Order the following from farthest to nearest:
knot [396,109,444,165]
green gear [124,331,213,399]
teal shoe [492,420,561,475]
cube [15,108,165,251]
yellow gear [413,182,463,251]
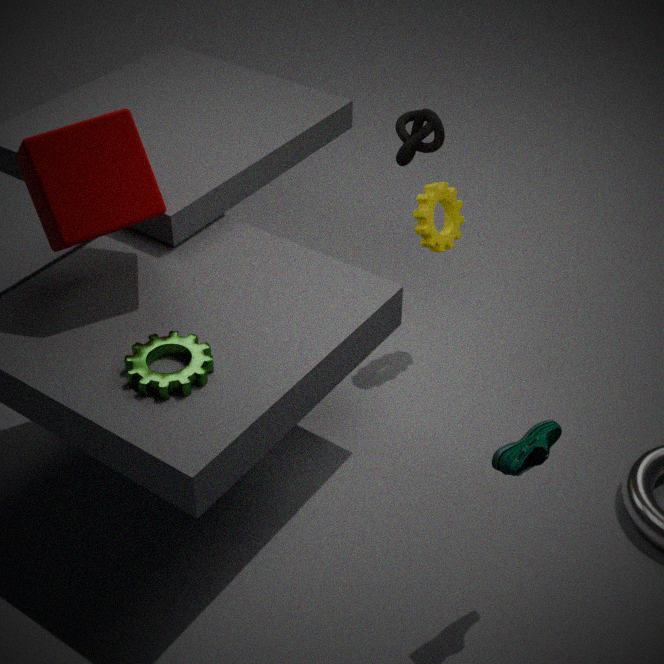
1. knot [396,109,444,165]
2. yellow gear [413,182,463,251]
3. cube [15,108,165,251]
4. green gear [124,331,213,399]
5. teal shoe [492,420,561,475]
